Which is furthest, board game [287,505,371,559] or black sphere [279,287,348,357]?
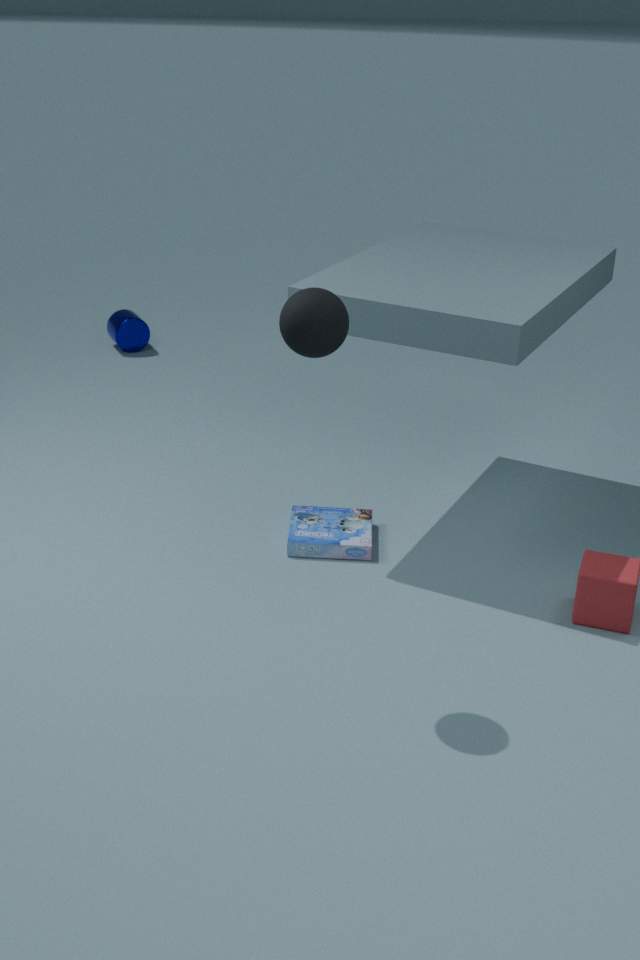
board game [287,505,371,559]
